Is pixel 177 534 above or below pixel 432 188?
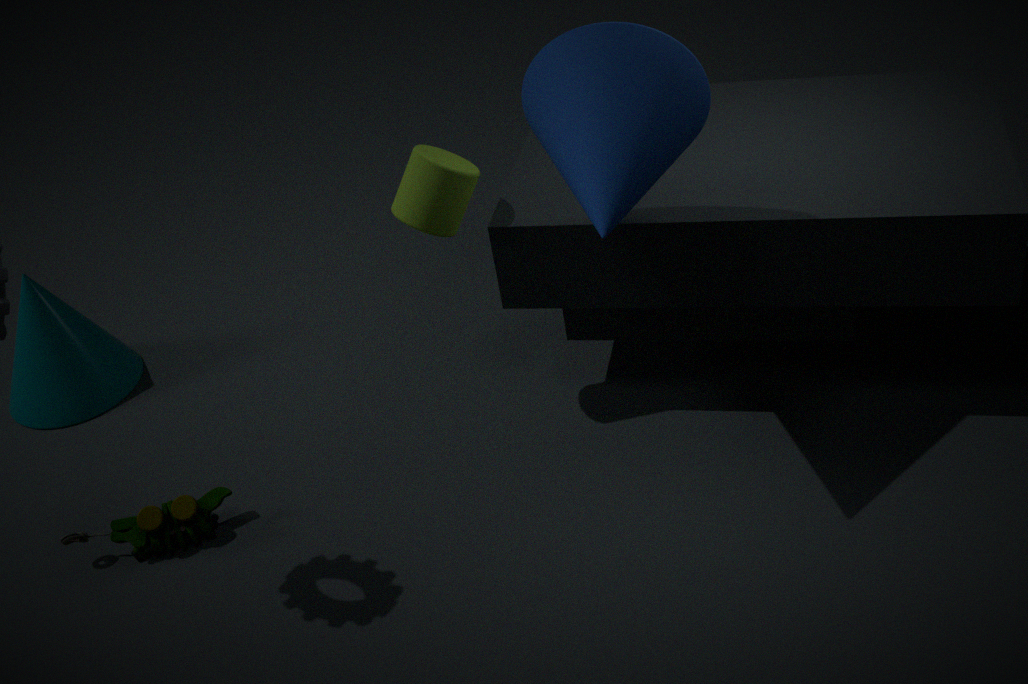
below
